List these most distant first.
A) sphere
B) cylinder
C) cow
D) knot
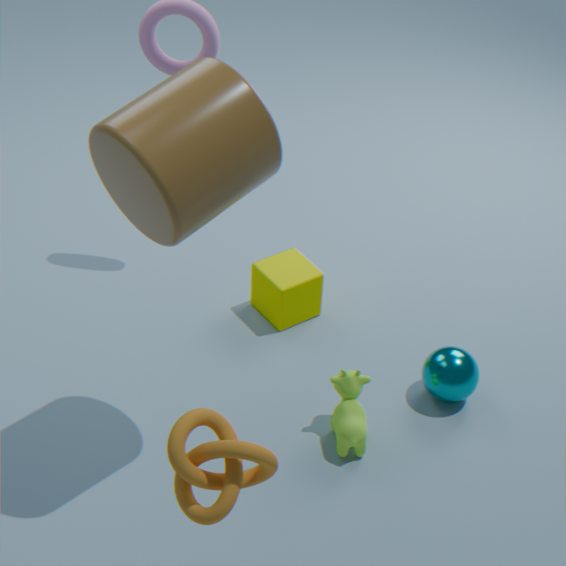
1. sphere
2. cow
3. cylinder
4. knot
